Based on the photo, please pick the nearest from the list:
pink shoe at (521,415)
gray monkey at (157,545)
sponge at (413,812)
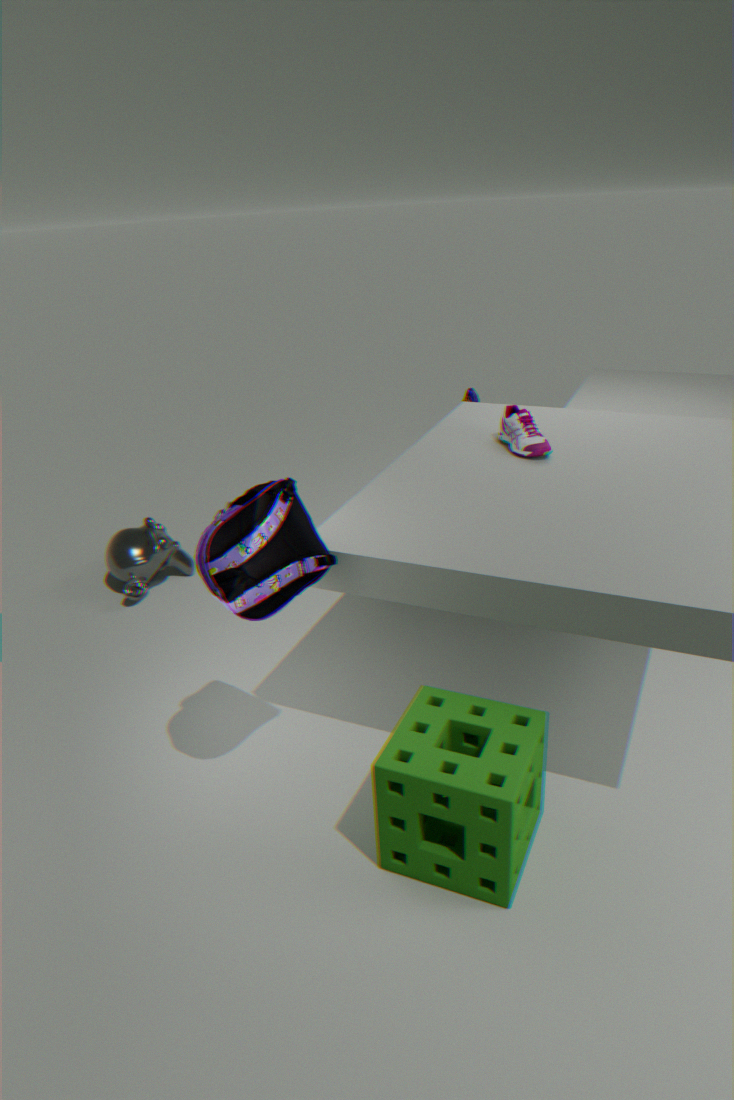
sponge at (413,812)
